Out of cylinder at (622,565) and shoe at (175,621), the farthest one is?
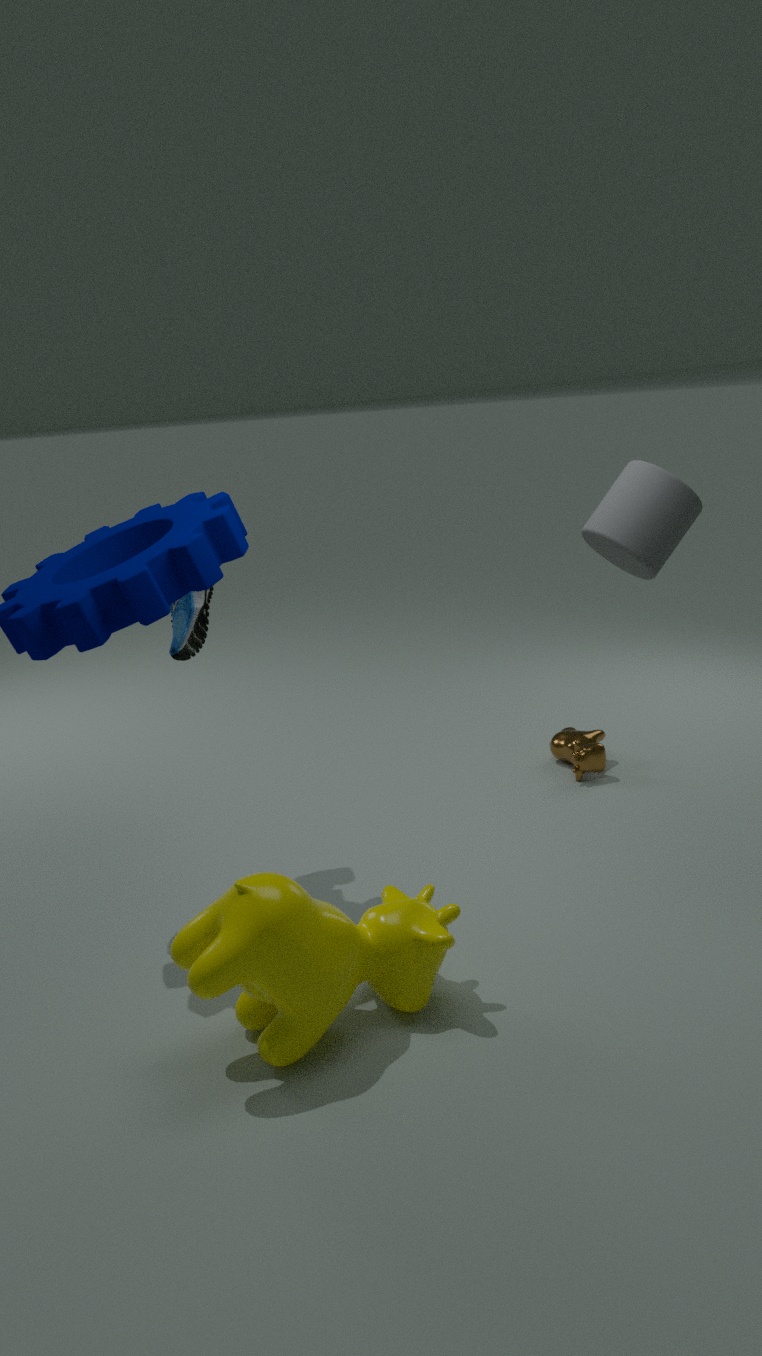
shoe at (175,621)
